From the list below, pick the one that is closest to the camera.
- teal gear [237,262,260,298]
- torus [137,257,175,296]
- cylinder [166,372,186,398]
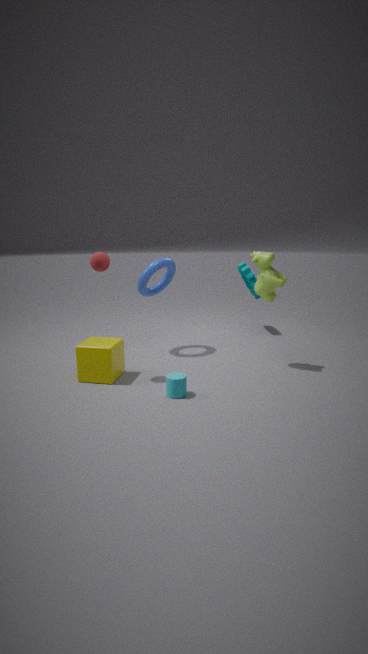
cylinder [166,372,186,398]
